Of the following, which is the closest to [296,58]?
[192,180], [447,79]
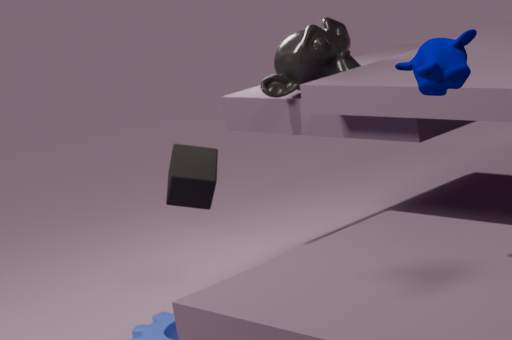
[192,180]
